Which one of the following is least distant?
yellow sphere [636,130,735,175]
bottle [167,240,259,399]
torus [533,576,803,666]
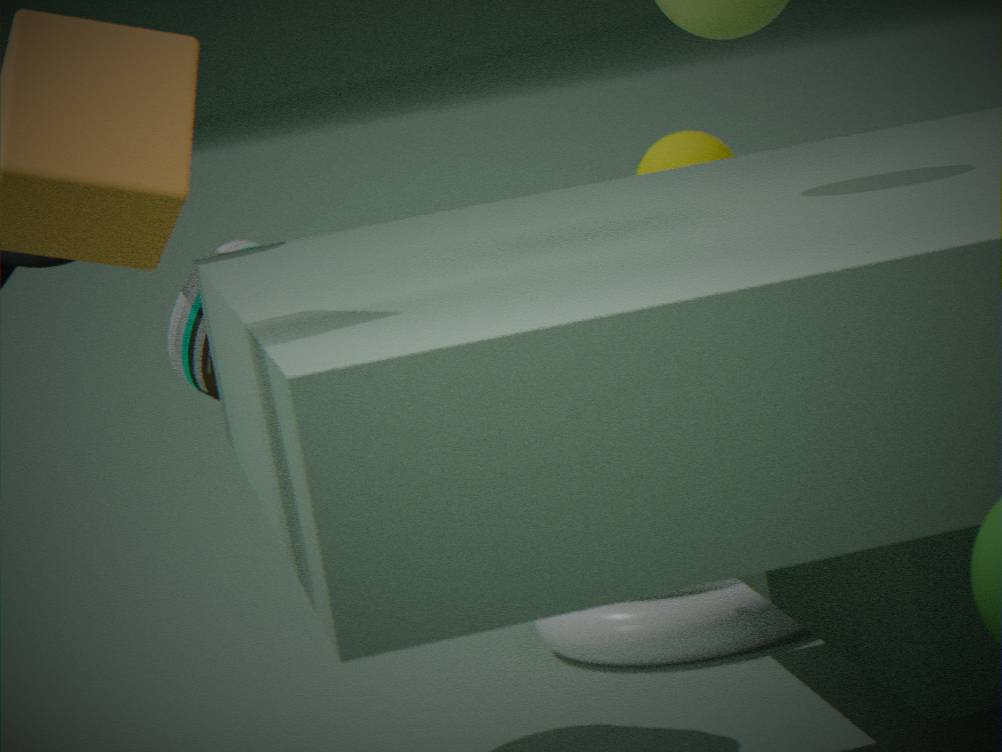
bottle [167,240,259,399]
